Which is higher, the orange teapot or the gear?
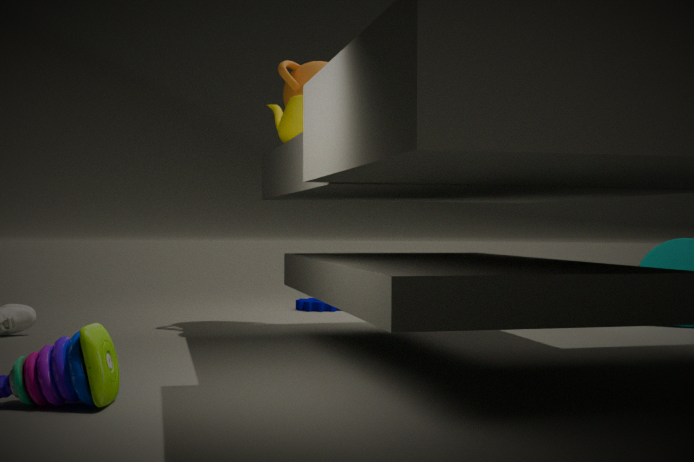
the orange teapot
